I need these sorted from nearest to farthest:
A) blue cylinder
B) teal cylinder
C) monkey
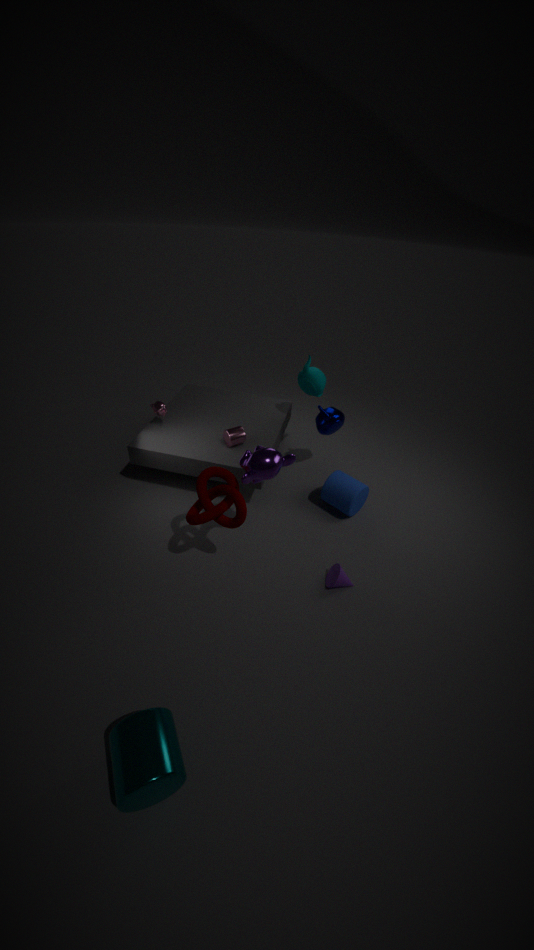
teal cylinder
monkey
blue cylinder
